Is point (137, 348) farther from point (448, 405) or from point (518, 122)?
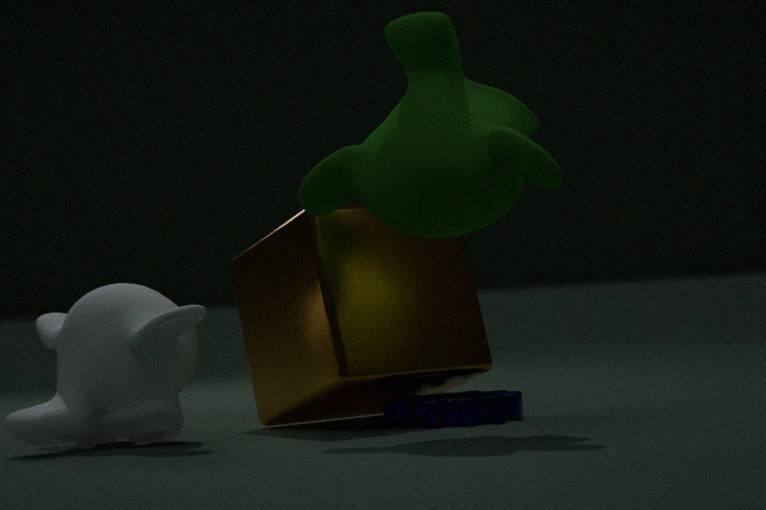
point (518, 122)
